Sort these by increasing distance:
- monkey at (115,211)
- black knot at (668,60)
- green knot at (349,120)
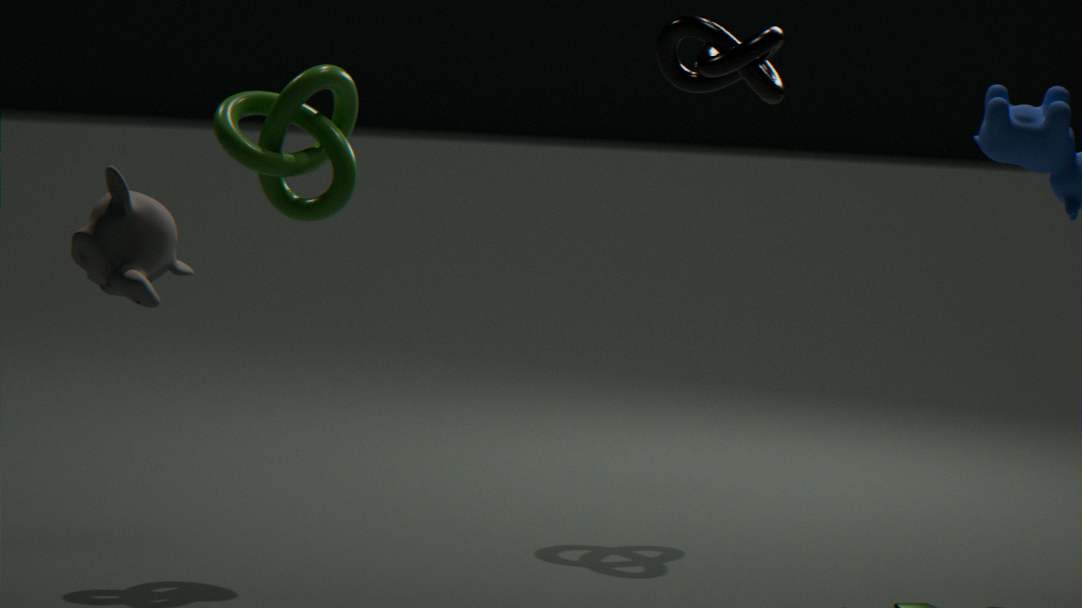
monkey at (115,211) < green knot at (349,120) < black knot at (668,60)
